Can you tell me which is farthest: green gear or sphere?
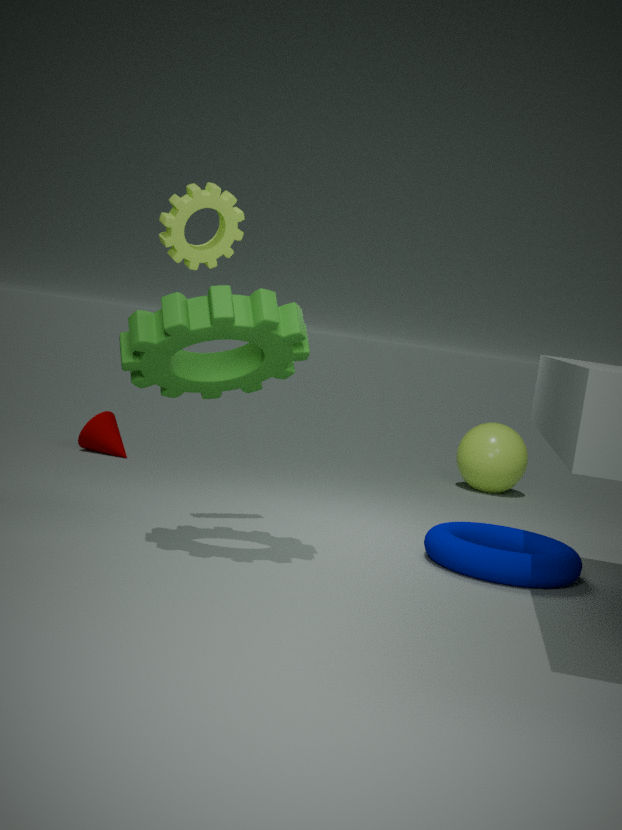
sphere
